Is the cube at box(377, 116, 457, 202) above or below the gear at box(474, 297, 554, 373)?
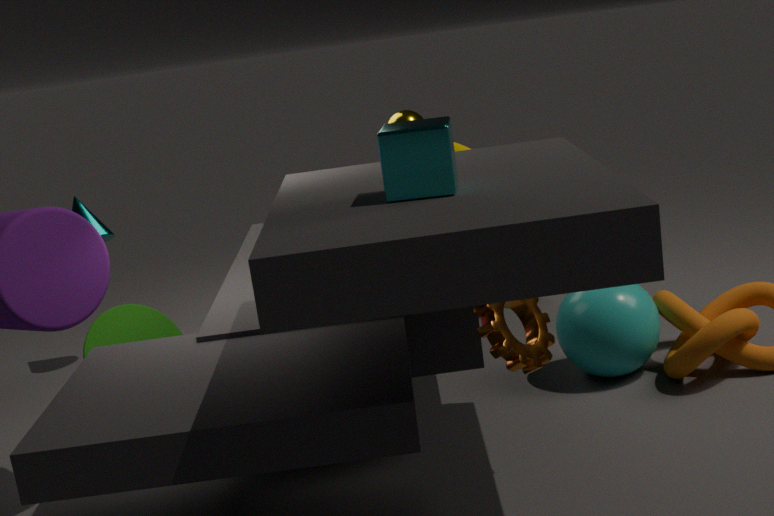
above
